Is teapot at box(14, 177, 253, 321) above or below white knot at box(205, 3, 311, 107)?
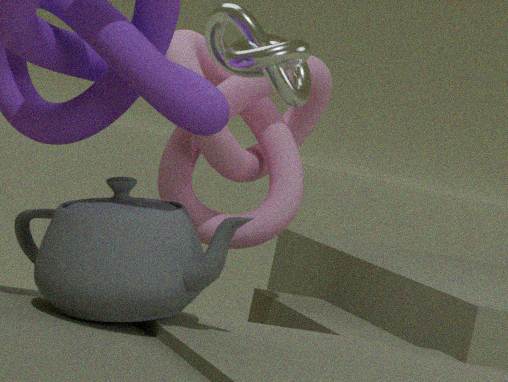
below
